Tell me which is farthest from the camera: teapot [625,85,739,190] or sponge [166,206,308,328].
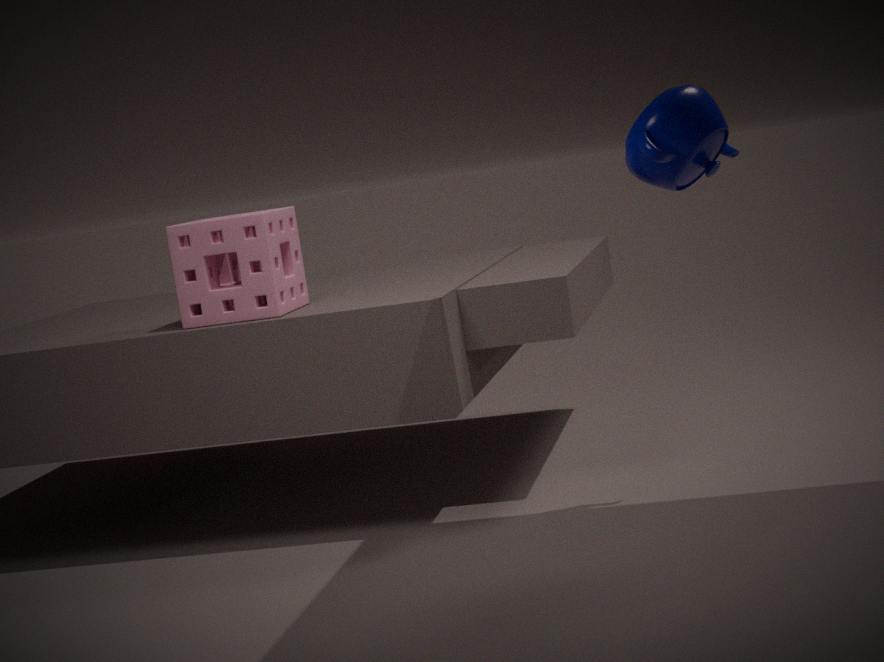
sponge [166,206,308,328]
